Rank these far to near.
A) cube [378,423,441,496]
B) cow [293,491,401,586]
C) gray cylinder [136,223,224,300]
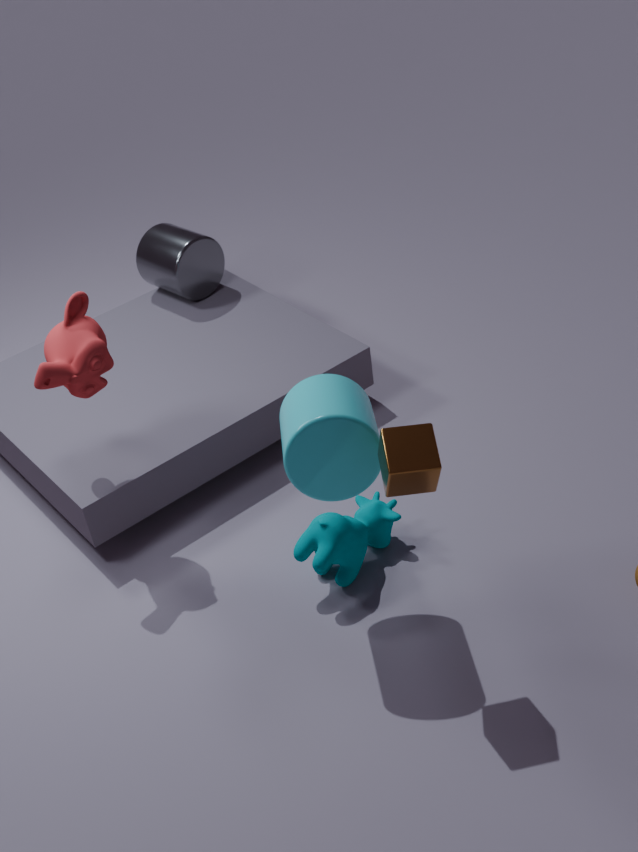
1. gray cylinder [136,223,224,300]
2. cow [293,491,401,586]
3. cube [378,423,441,496]
